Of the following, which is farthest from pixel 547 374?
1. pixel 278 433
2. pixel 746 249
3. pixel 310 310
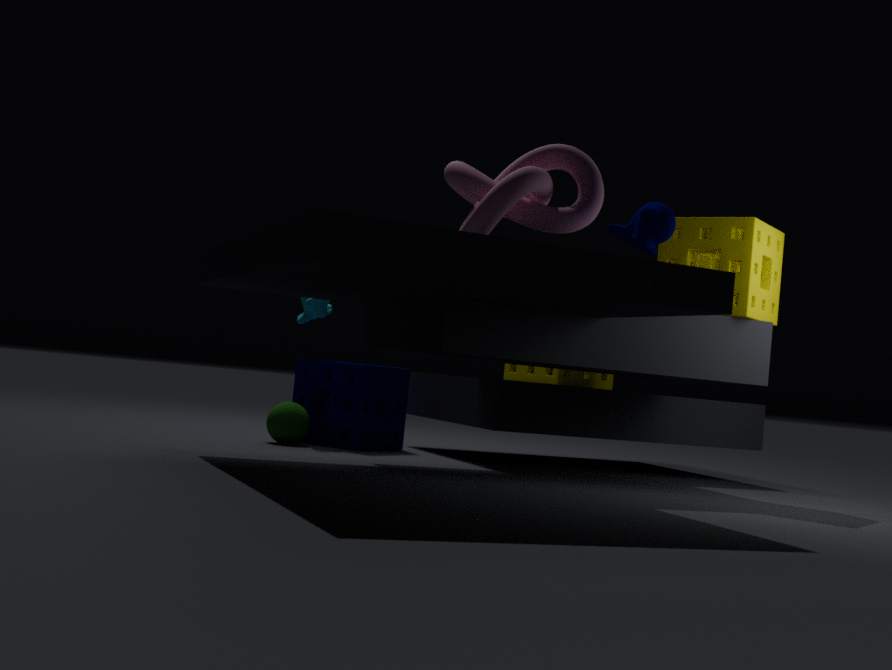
pixel 278 433
